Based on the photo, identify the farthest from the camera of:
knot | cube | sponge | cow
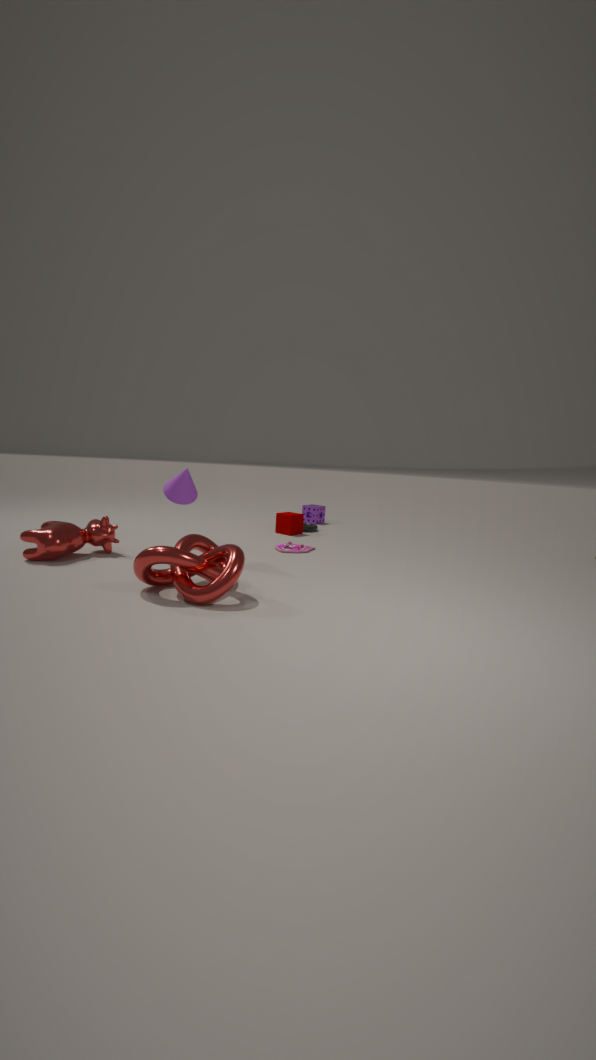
sponge
